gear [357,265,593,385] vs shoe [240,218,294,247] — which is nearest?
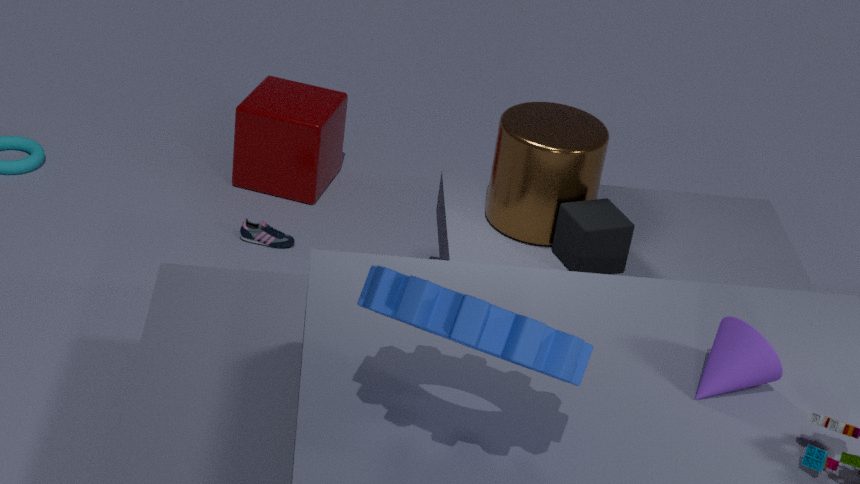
gear [357,265,593,385]
